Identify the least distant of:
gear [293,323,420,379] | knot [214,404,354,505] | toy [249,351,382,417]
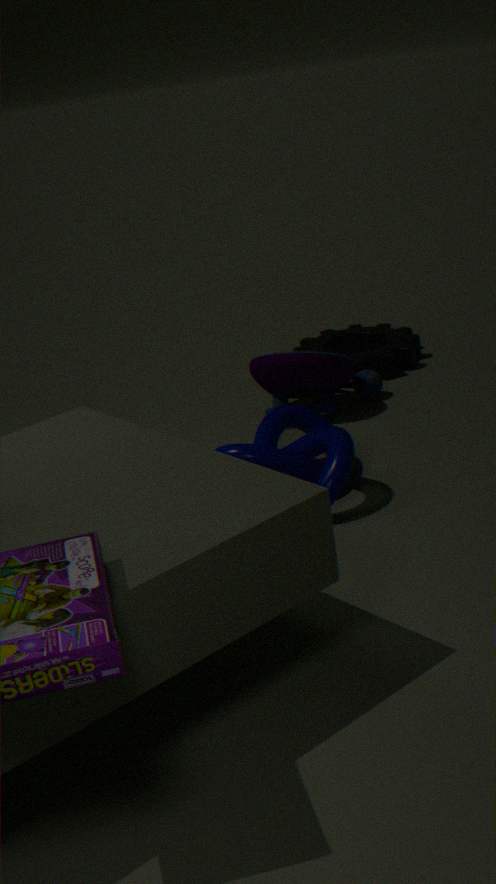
knot [214,404,354,505]
